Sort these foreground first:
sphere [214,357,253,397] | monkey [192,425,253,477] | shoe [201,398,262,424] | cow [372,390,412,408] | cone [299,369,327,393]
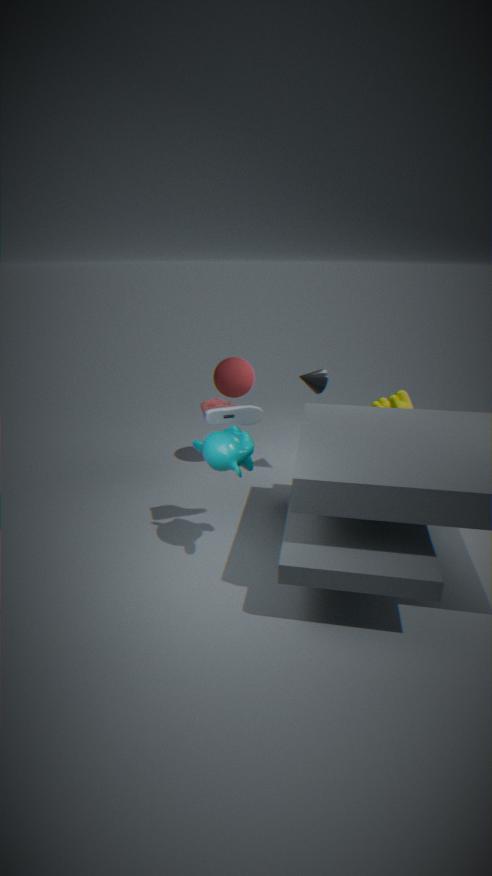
monkey [192,425,253,477]
shoe [201,398,262,424]
cow [372,390,412,408]
cone [299,369,327,393]
sphere [214,357,253,397]
